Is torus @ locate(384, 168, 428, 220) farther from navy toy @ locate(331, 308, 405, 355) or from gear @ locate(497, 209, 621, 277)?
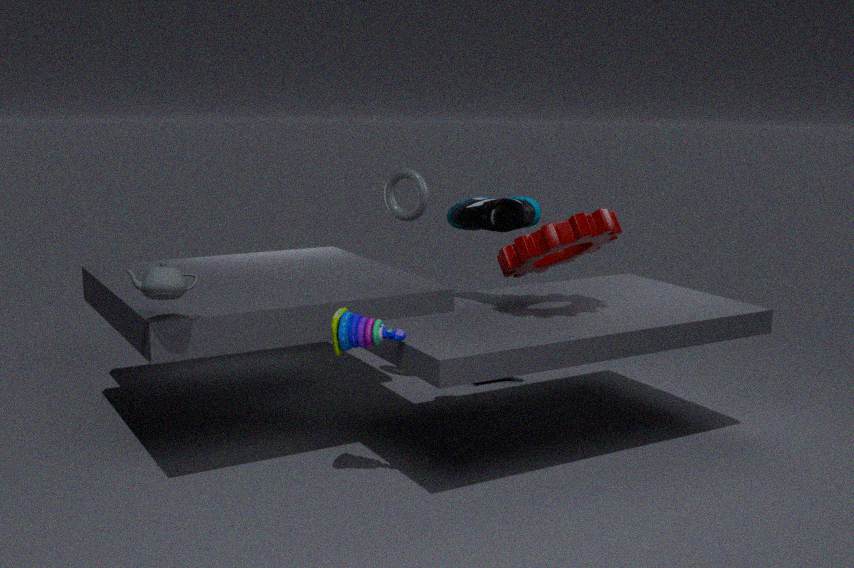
navy toy @ locate(331, 308, 405, 355)
